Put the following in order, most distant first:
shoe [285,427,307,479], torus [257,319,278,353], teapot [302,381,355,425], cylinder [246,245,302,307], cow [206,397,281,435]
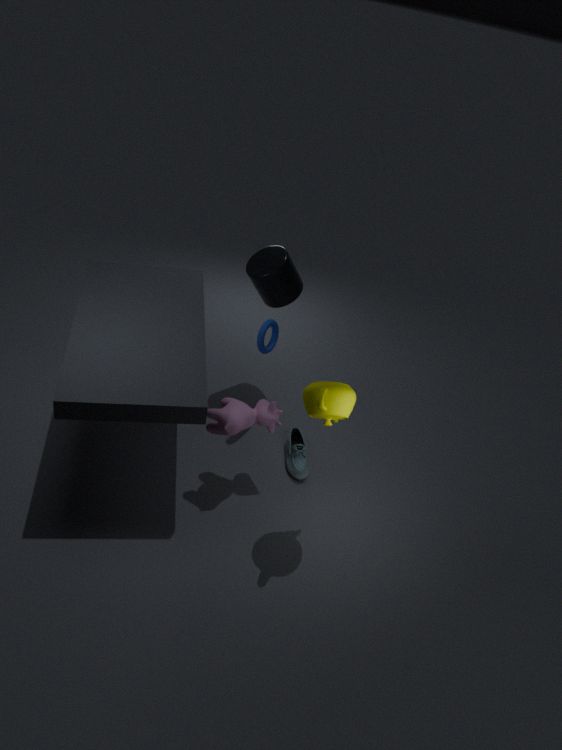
cylinder [246,245,302,307] < torus [257,319,278,353] < shoe [285,427,307,479] < cow [206,397,281,435] < teapot [302,381,355,425]
